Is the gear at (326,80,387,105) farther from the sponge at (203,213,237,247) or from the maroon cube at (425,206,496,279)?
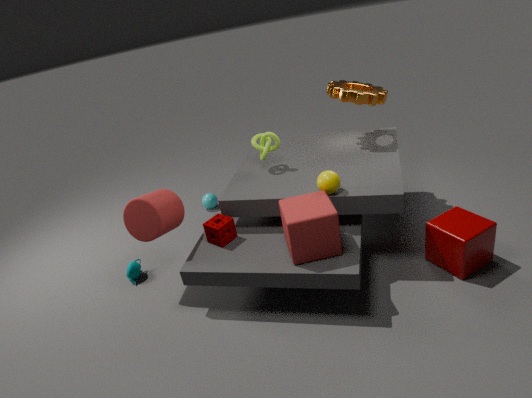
the sponge at (203,213,237,247)
